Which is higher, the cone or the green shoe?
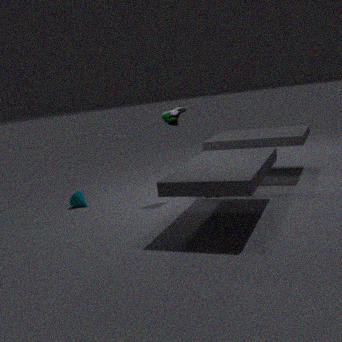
the green shoe
